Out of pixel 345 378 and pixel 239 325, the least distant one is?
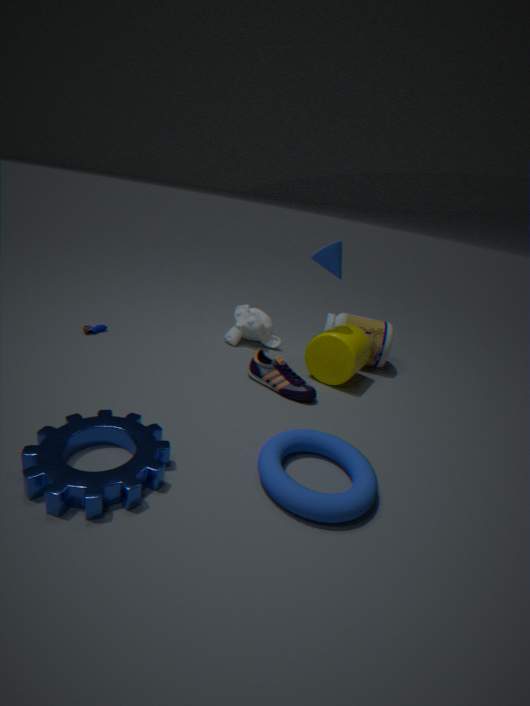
pixel 345 378
